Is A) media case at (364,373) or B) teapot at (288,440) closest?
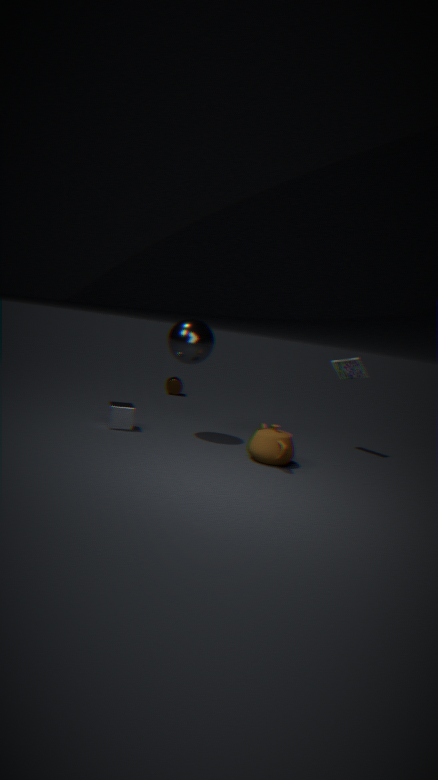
B. teapot at (288,440)
